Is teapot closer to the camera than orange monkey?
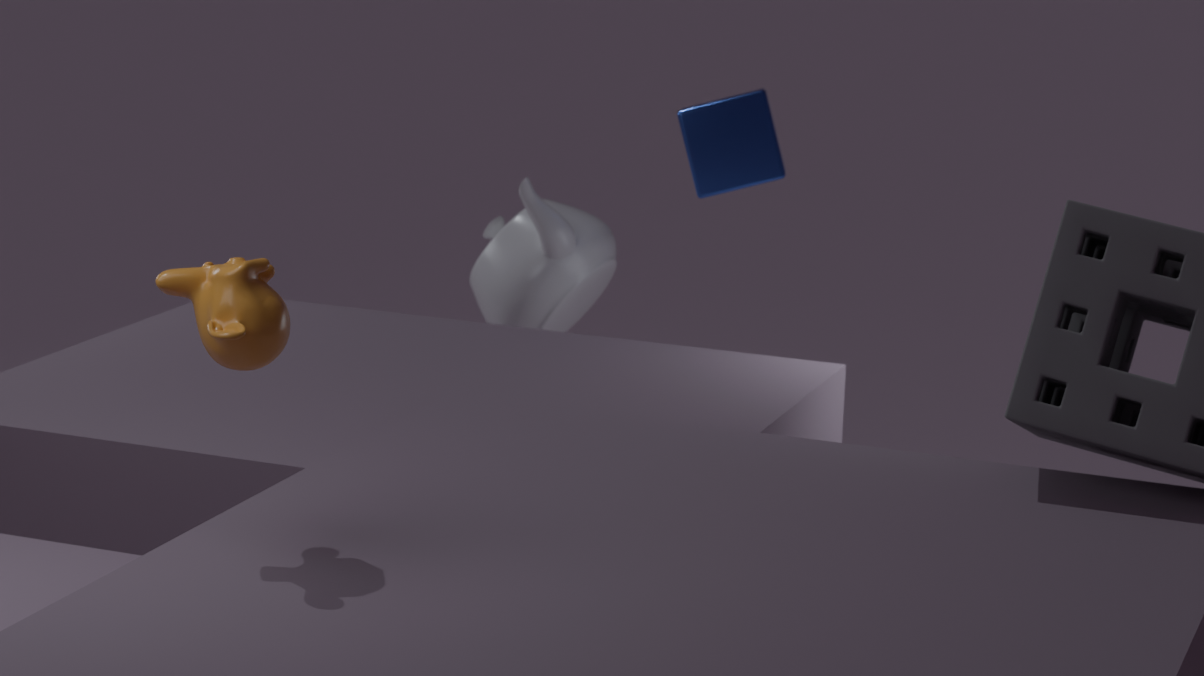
No
